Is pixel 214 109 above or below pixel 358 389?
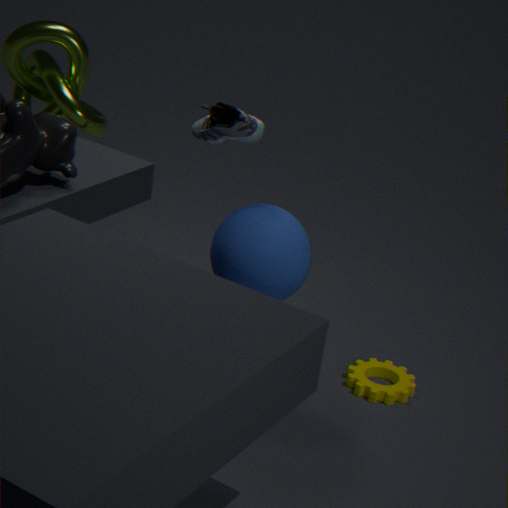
above
